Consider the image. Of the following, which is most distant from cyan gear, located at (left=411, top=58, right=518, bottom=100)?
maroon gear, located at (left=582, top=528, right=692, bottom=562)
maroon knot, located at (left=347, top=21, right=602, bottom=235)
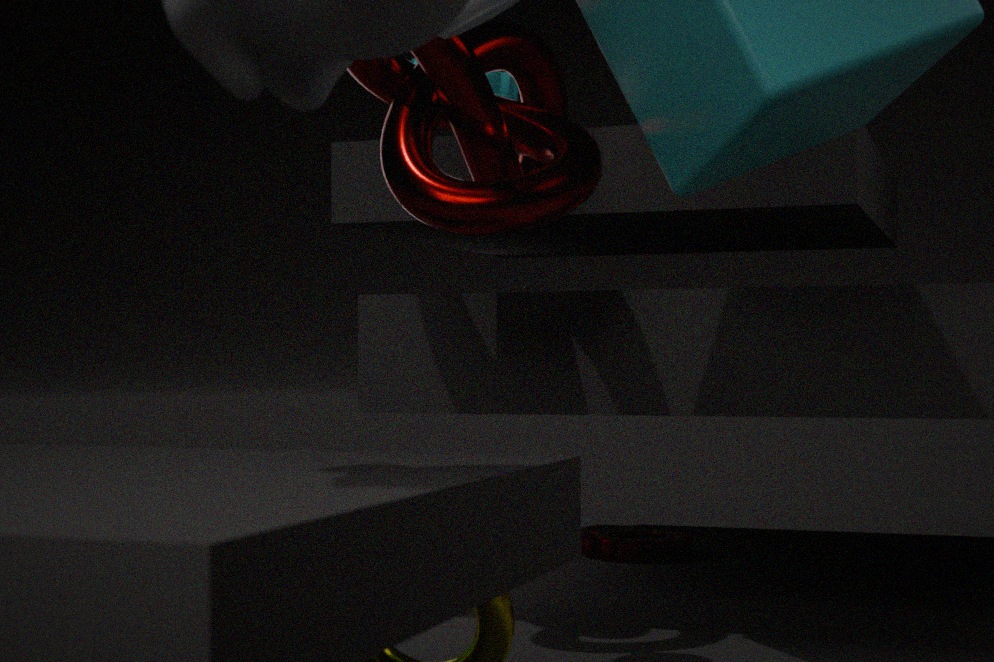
maroon gear, located at (left=582, top=528, right=692, bottom=562)
